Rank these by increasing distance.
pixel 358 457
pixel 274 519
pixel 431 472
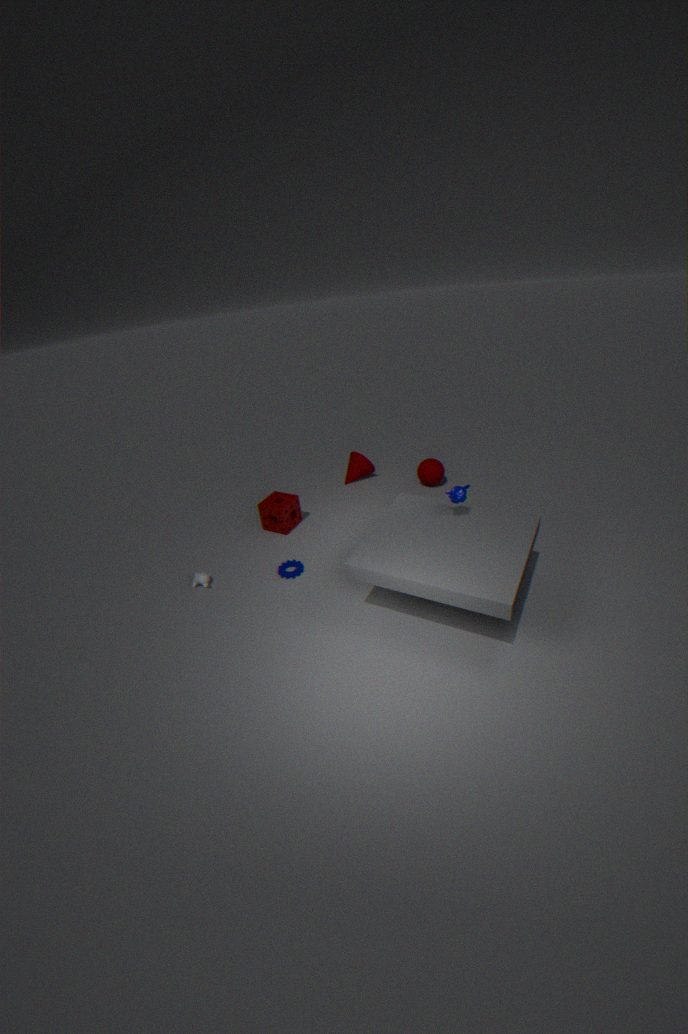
1. pixel 274 519
2. pixel 431 472
3. pixel 358 457
